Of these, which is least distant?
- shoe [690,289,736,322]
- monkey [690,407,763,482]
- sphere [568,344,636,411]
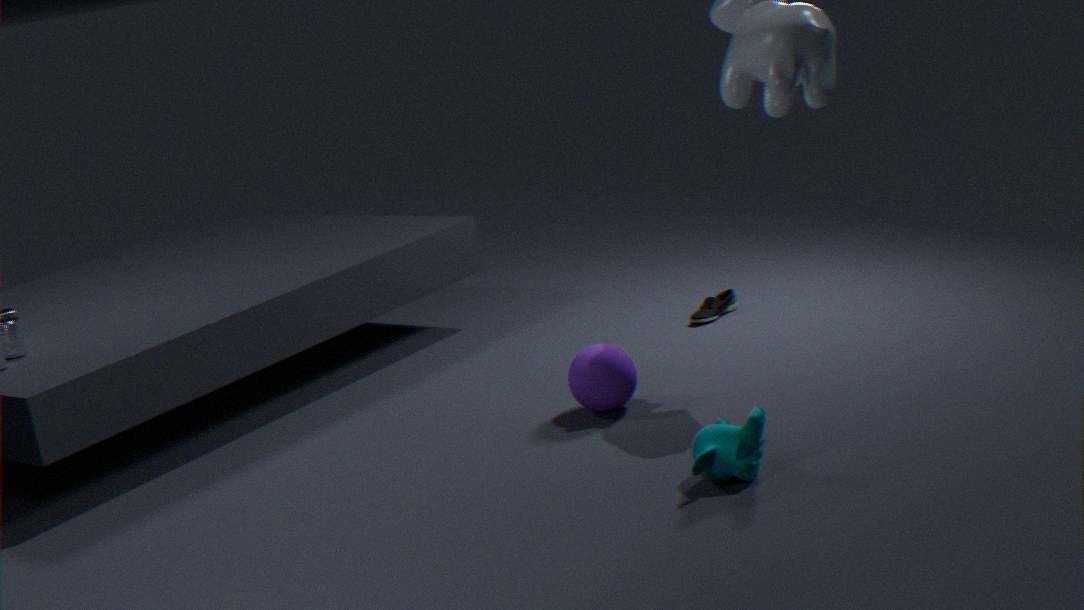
monkey [690,407,763,482]
